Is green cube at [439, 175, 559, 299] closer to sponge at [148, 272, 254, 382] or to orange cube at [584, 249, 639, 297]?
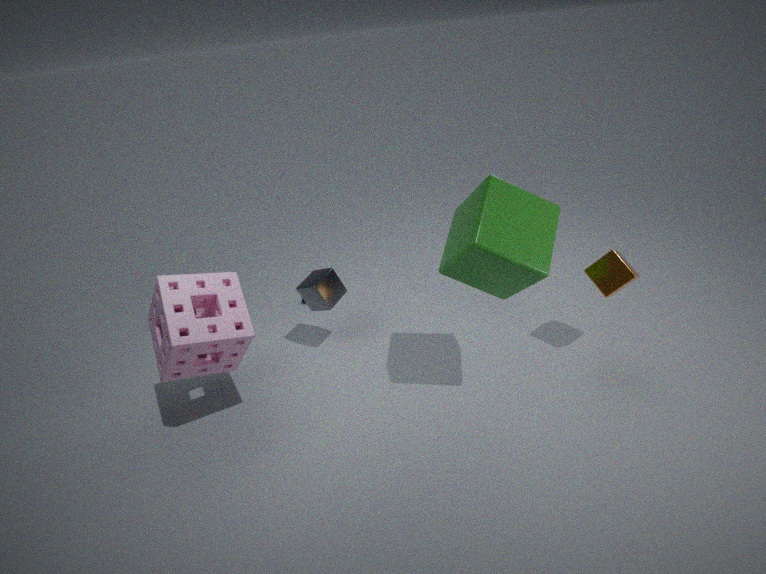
orange cube at [584, 249, 639, 297]
